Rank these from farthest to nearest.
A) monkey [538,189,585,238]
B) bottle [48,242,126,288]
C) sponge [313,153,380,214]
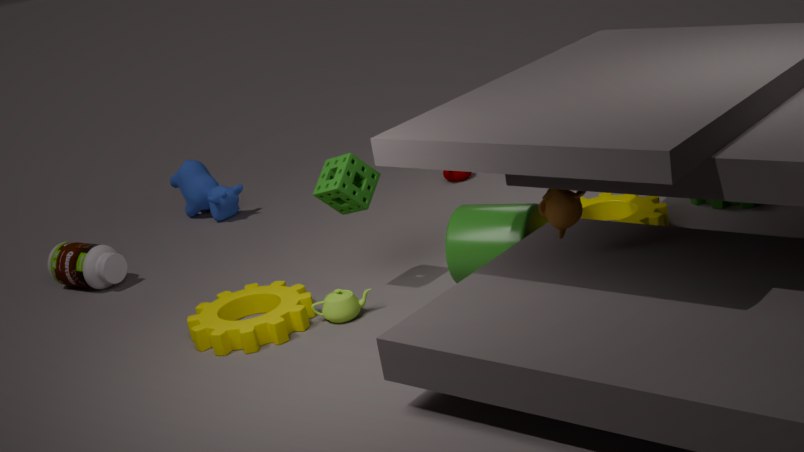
1. bottle [48,242,126,288]
2. sponge [313,153,380,214]
3. monkey [538,189,585,238]
